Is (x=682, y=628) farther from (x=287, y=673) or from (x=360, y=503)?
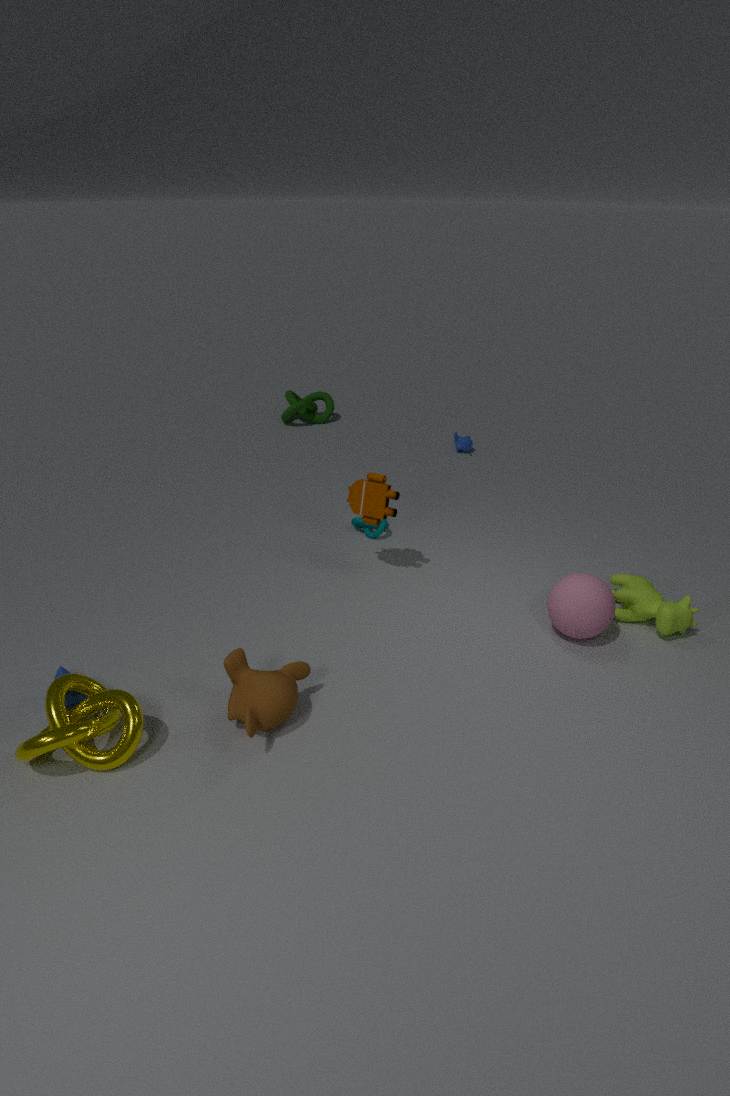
(x=287, y=673)
